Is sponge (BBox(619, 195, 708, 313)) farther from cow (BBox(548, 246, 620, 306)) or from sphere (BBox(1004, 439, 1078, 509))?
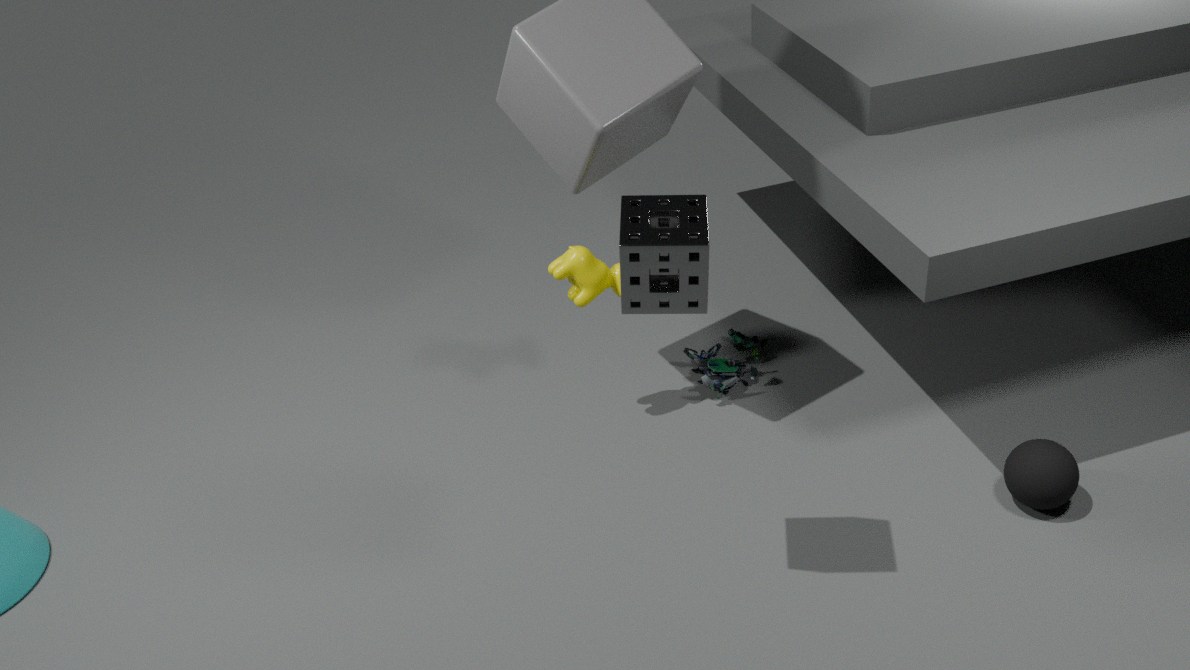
sphere (BBox(1004, 439, 1078, 509))
